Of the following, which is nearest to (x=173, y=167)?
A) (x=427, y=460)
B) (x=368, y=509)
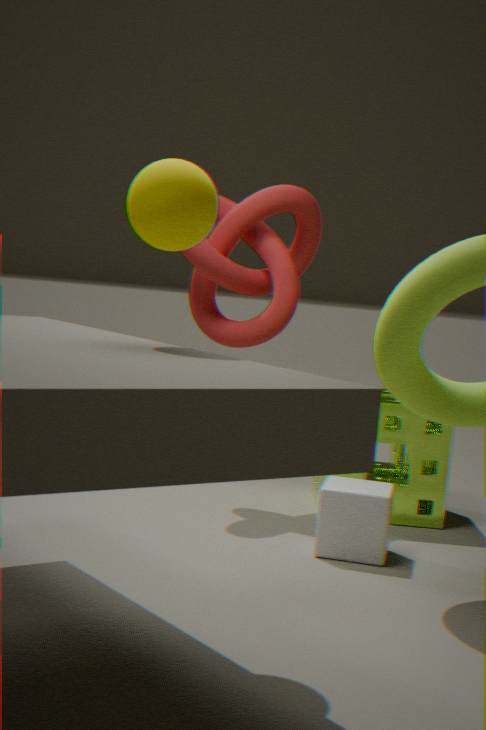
(x=368, y=509)
